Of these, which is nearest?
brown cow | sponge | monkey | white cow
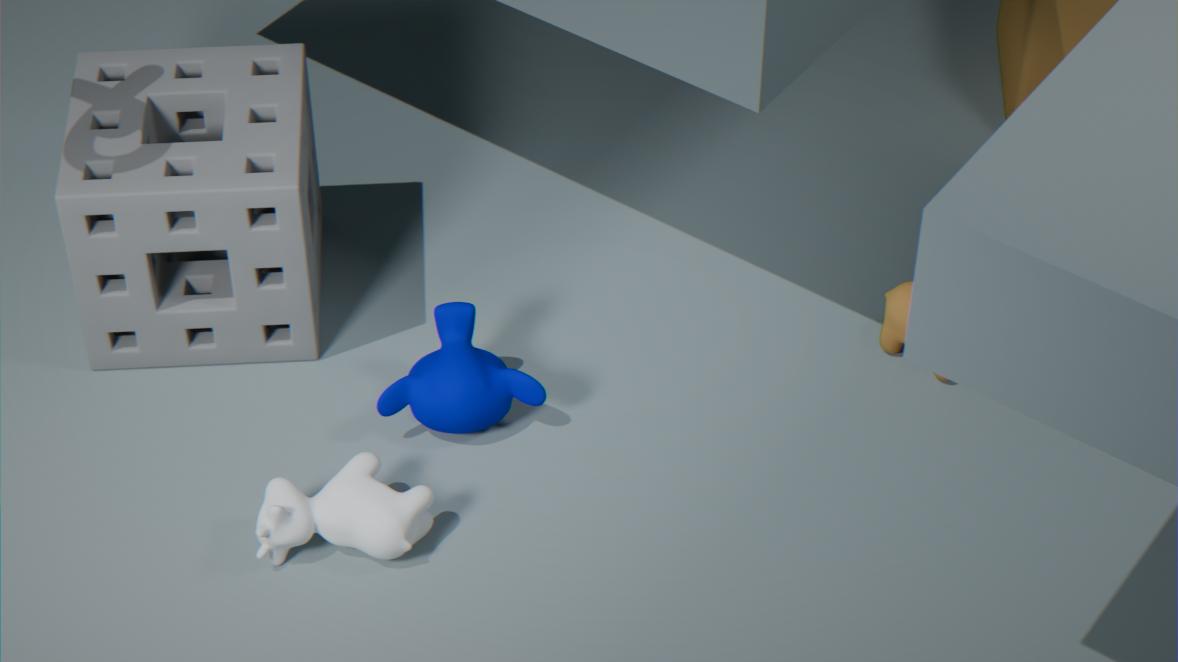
white cow
